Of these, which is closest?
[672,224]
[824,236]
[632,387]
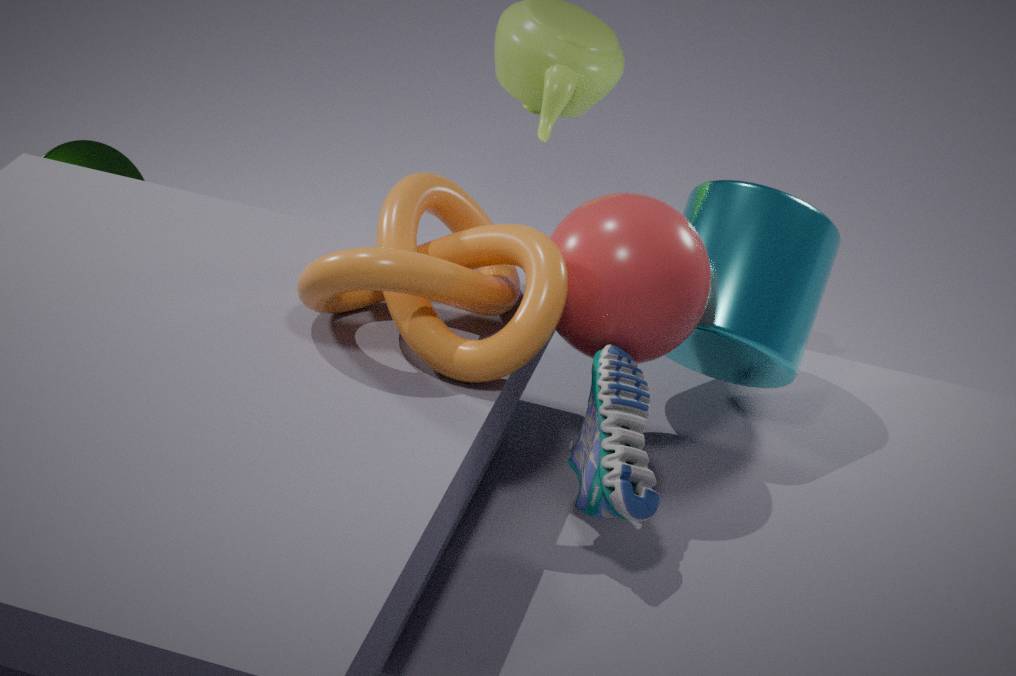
[632,387]
